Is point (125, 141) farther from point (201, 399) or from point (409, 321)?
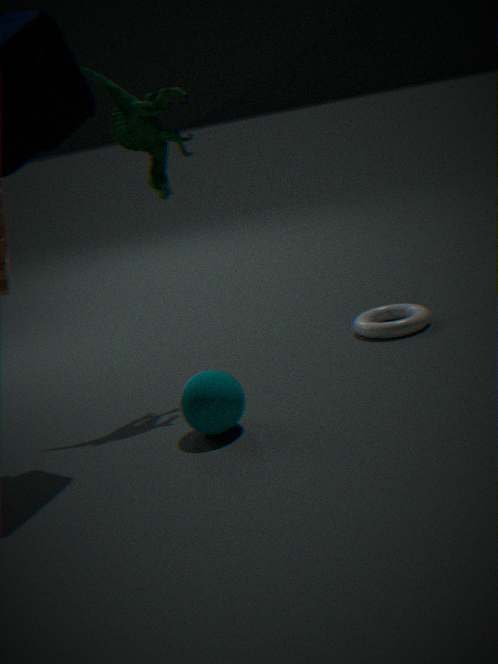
point (409, 321)
